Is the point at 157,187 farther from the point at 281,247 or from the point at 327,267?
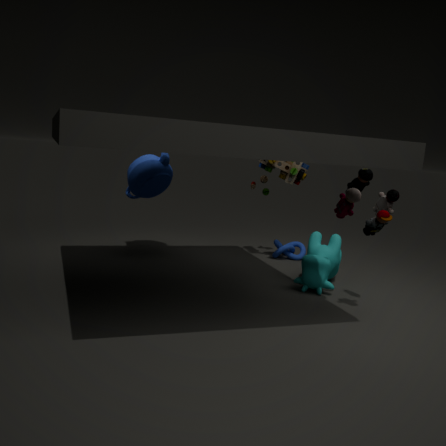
the point at 327,267
